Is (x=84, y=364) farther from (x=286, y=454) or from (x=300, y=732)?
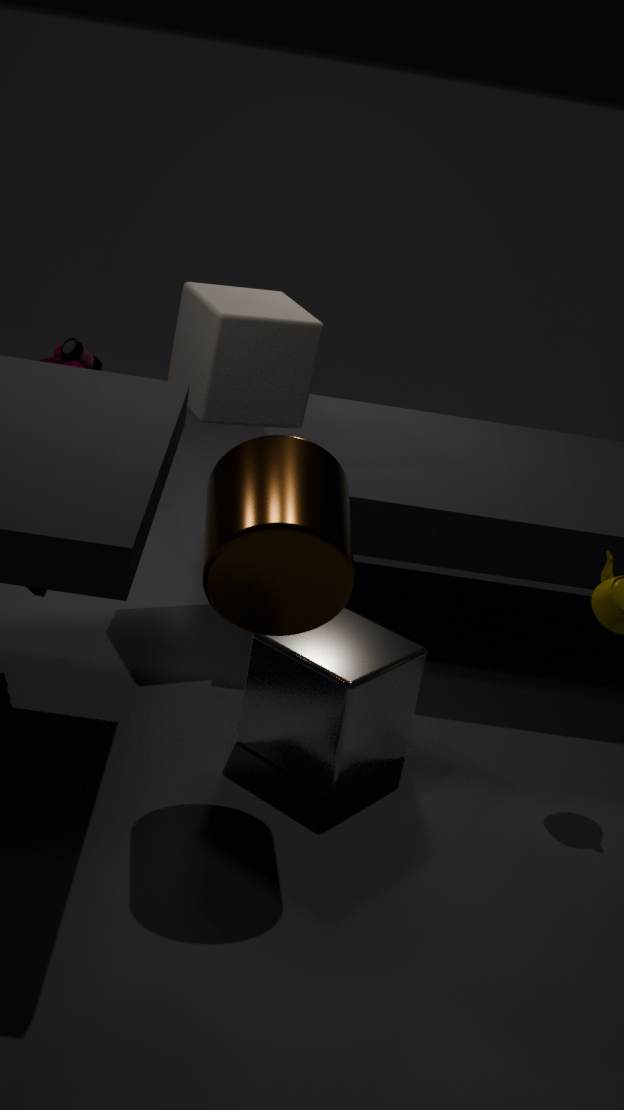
(x=286, y=454)
